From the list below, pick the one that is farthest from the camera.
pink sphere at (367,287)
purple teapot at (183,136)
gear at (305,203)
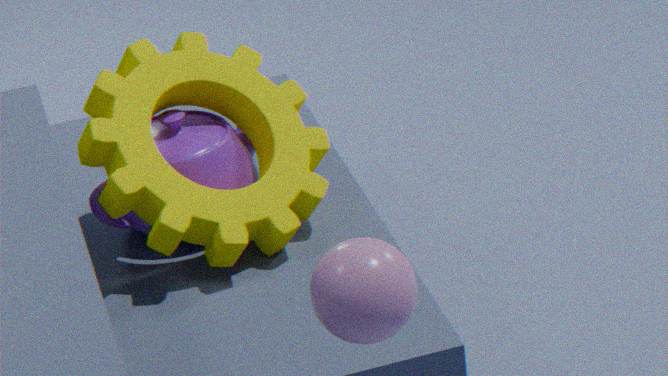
purple teapot at (183,136)
